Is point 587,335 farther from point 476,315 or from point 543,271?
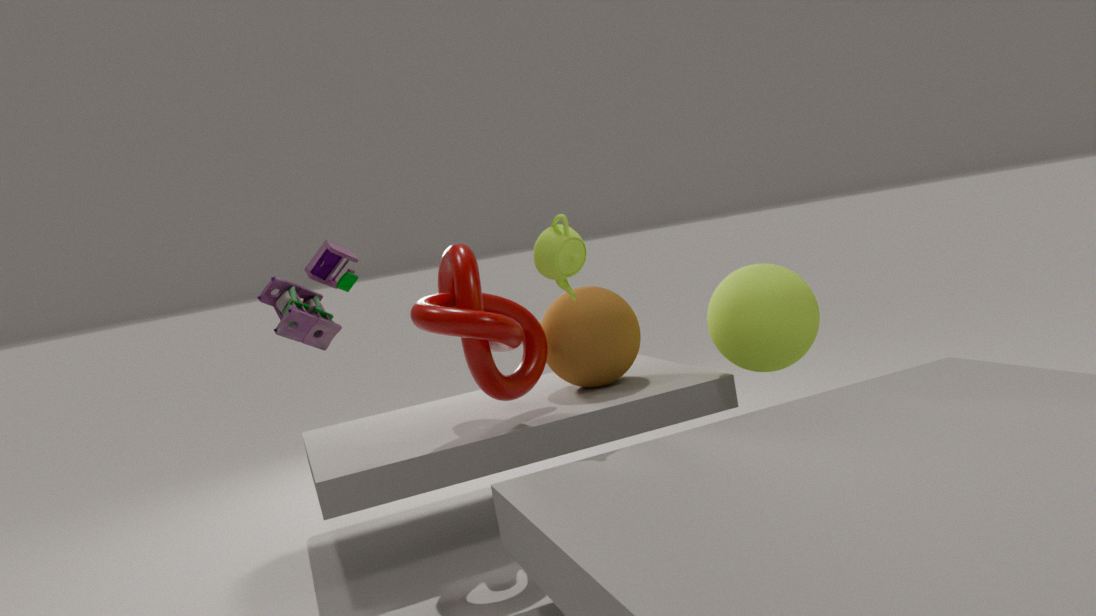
point 543,271
